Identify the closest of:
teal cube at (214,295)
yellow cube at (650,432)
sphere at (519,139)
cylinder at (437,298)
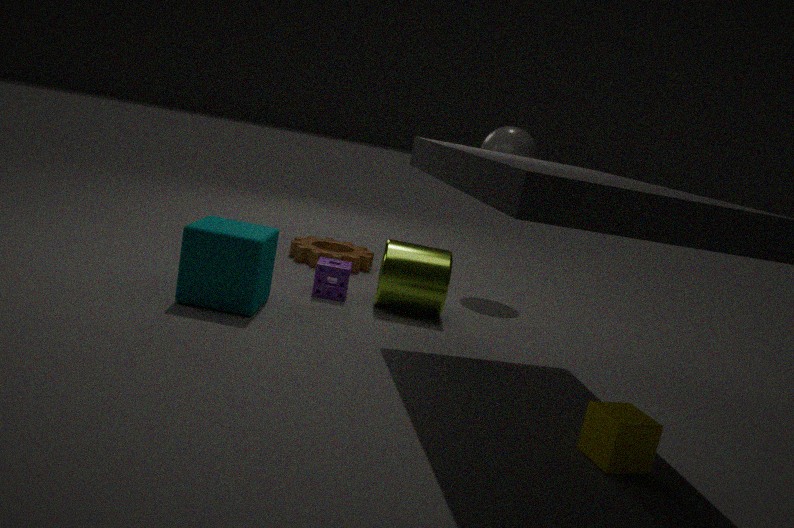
yellow cube at (650,432)
